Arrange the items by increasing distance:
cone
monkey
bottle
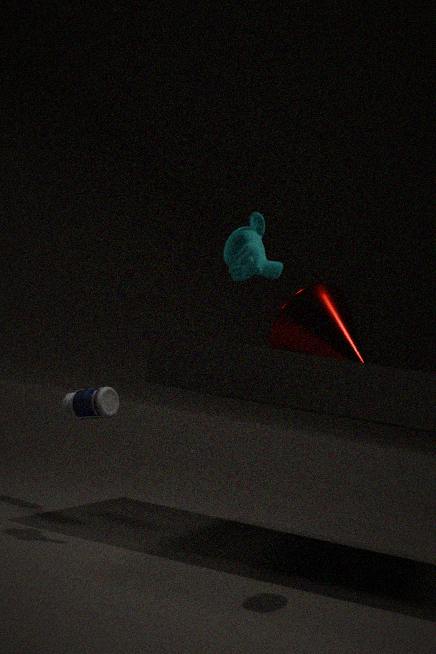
monkey < bottle < cone
